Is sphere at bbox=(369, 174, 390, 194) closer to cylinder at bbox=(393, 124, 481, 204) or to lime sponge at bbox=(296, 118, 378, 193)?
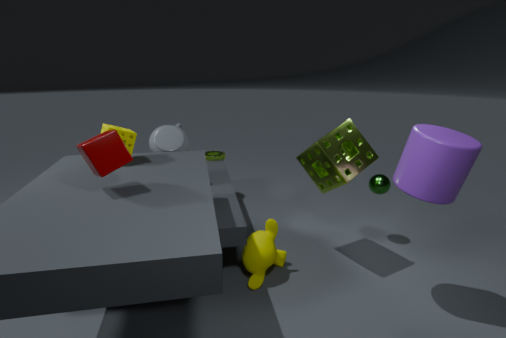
lime sponge at bbox=(296, 118, 378, 193)
